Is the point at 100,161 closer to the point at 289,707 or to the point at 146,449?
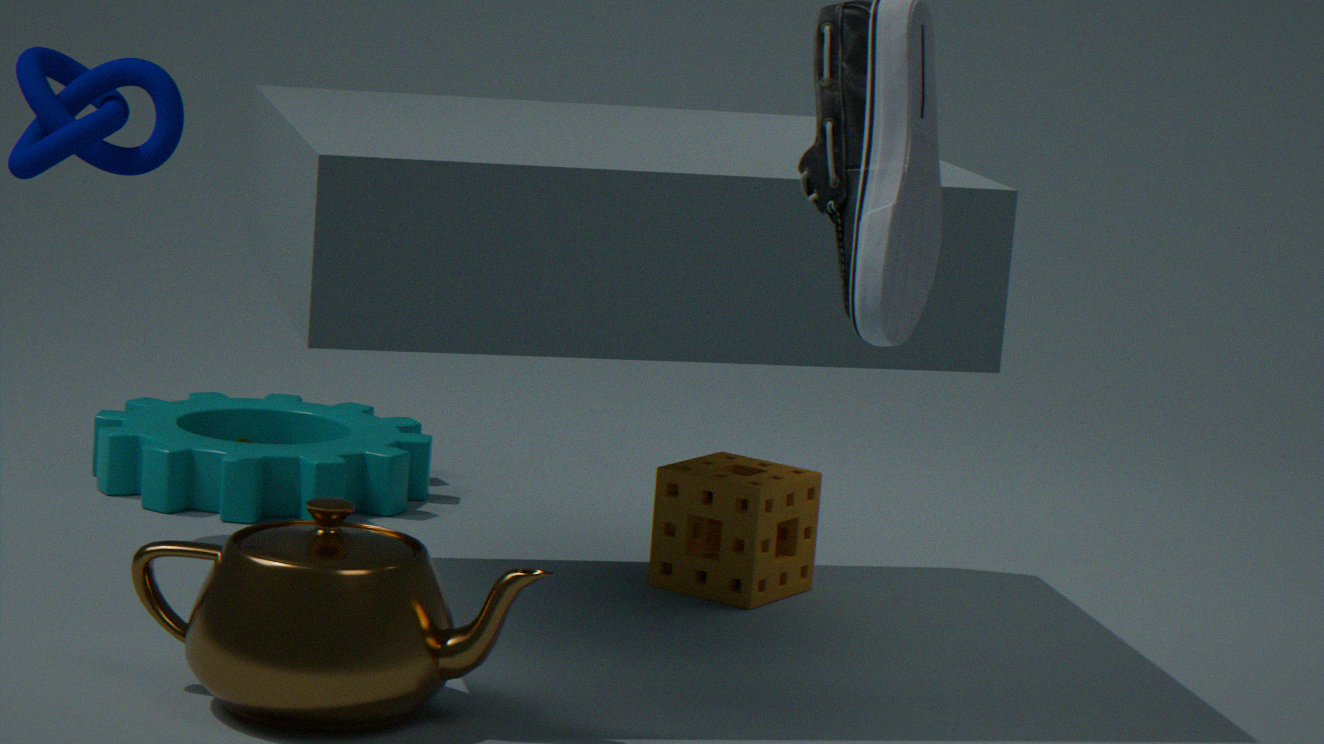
the point at 146,449
